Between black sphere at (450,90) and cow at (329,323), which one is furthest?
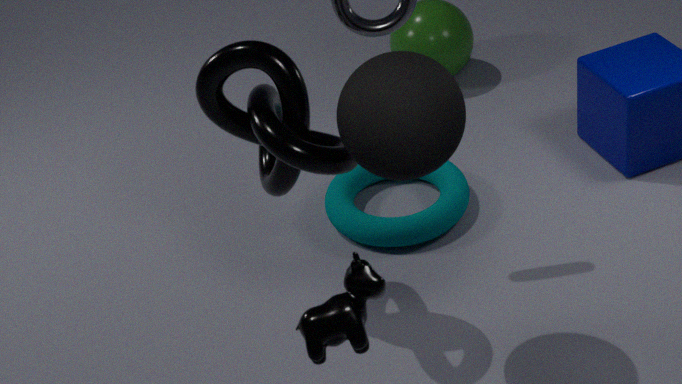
black sphere at (450,90)
